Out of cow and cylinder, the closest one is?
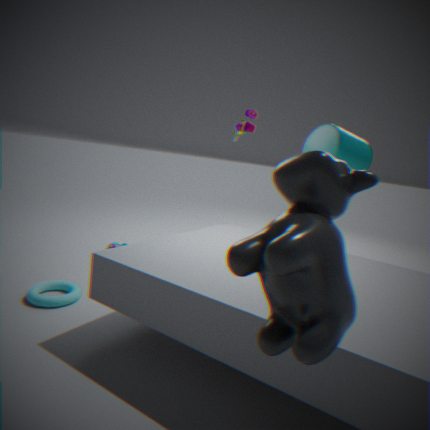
cow
